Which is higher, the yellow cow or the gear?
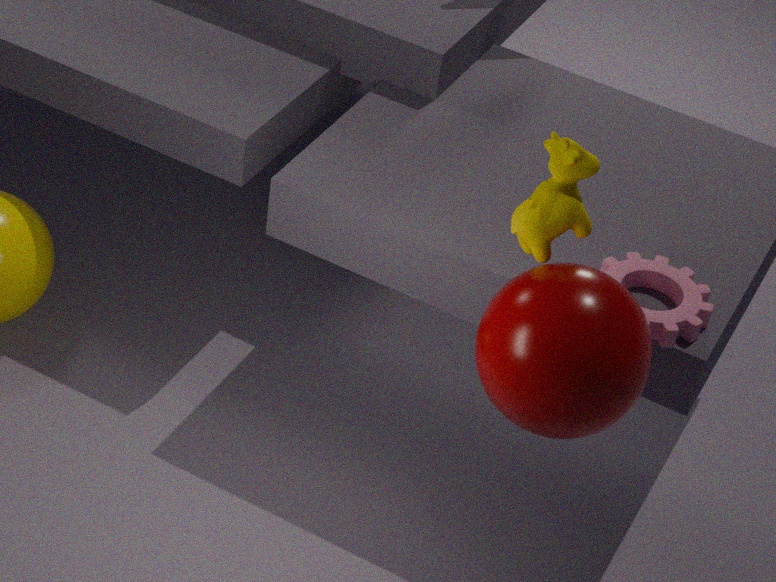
the yellow cow
